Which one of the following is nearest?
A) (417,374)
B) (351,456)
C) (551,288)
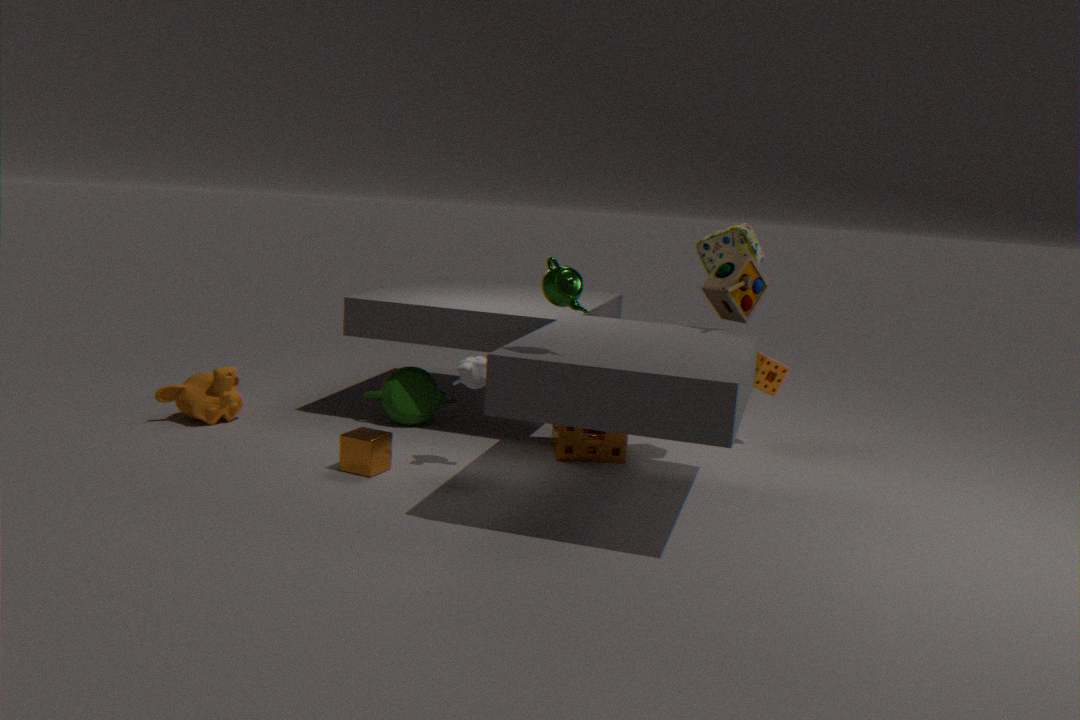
(551,288)
